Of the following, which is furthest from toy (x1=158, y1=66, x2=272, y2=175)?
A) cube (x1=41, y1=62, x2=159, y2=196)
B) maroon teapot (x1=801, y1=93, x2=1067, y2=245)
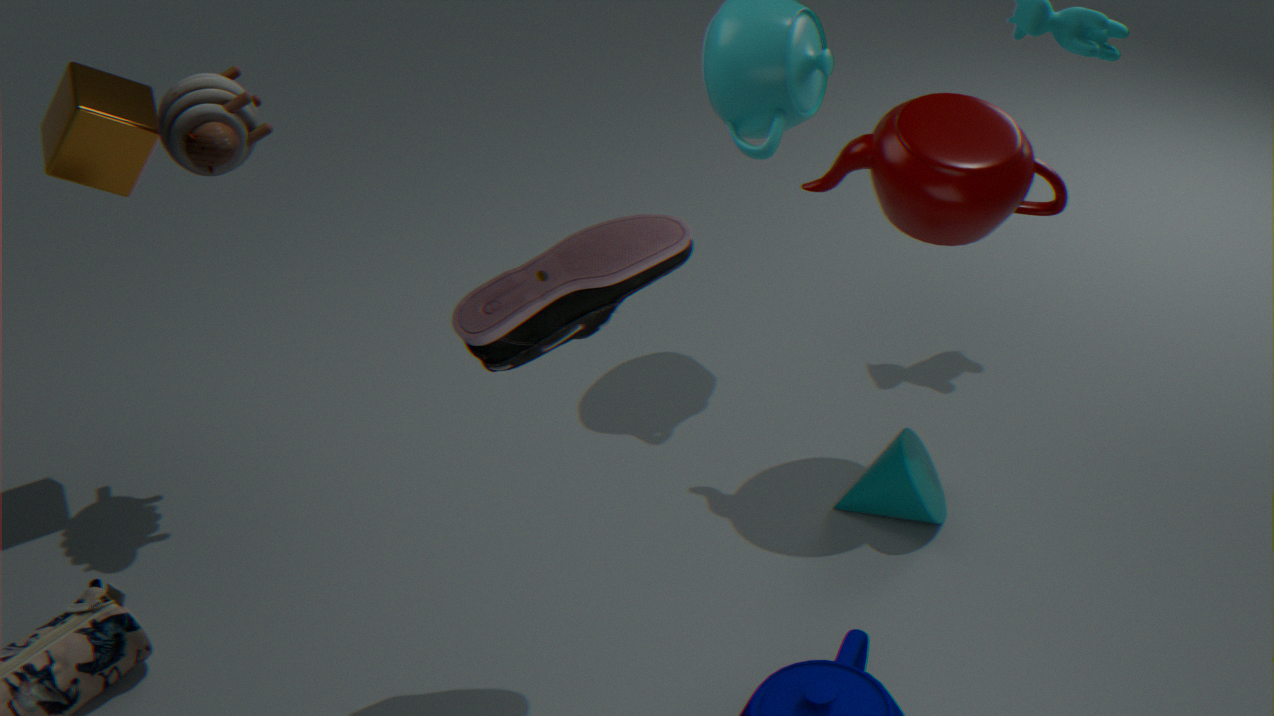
maroon teapot (x1=801, y1=93, x2=1067, y2=245)
